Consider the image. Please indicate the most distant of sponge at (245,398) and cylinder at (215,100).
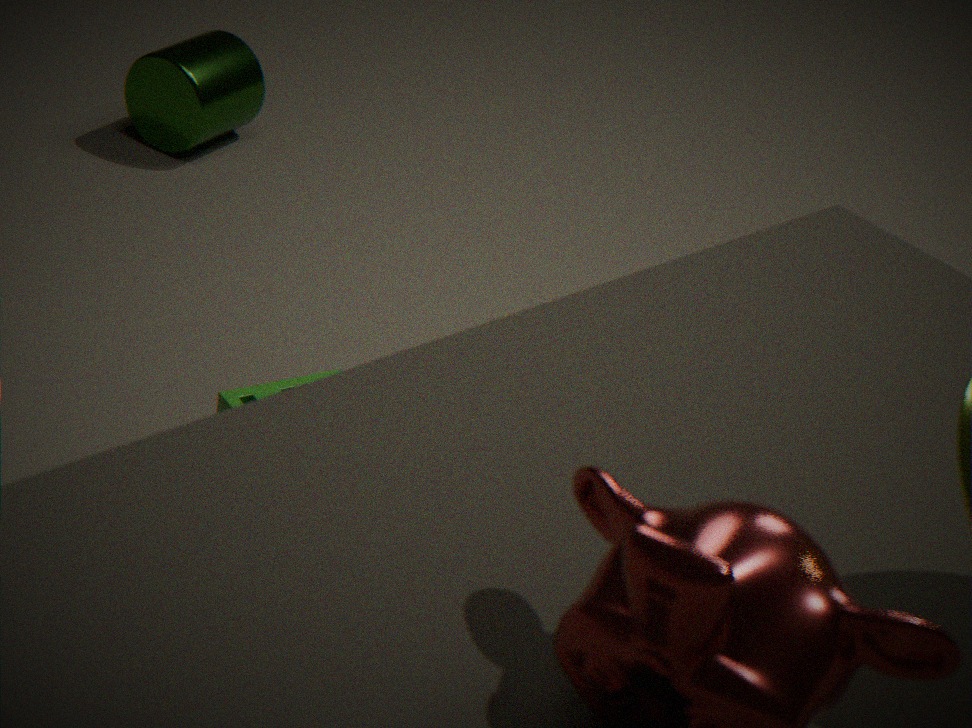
cylinder at (215,100)
